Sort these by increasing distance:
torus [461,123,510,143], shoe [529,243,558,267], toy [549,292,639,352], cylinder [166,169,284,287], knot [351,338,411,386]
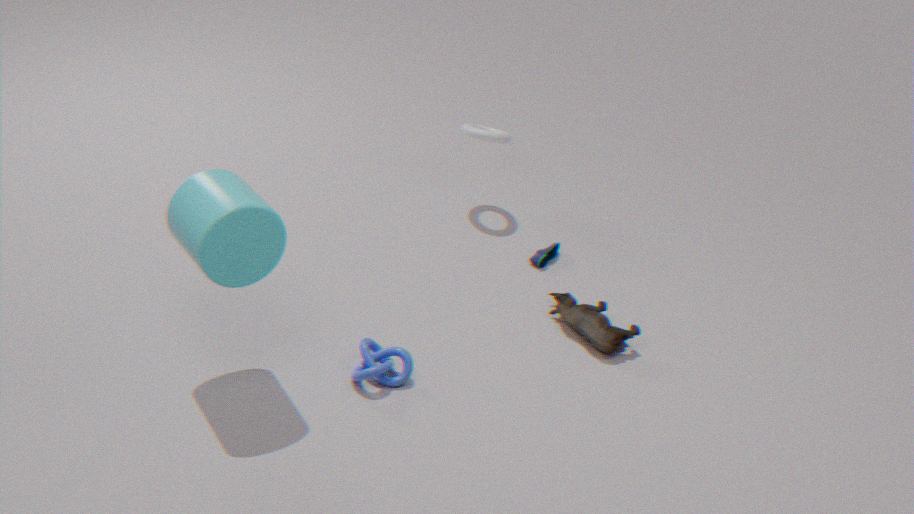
cylinder [166,169,284,287] < knot [351,338,411,386] < toy [549,292,639,352] < shoe [529,243,558,267] < torus [461,123,510,143]
